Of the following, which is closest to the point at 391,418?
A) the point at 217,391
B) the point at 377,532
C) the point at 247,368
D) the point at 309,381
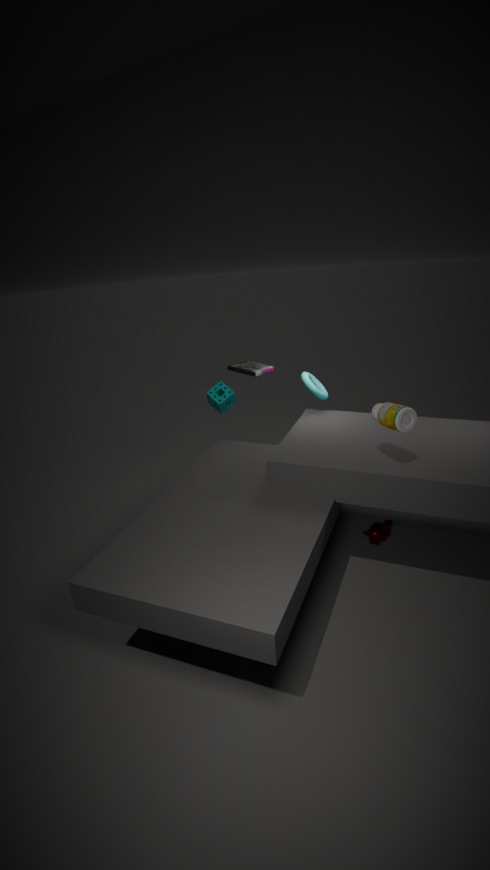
the point at 309,381
